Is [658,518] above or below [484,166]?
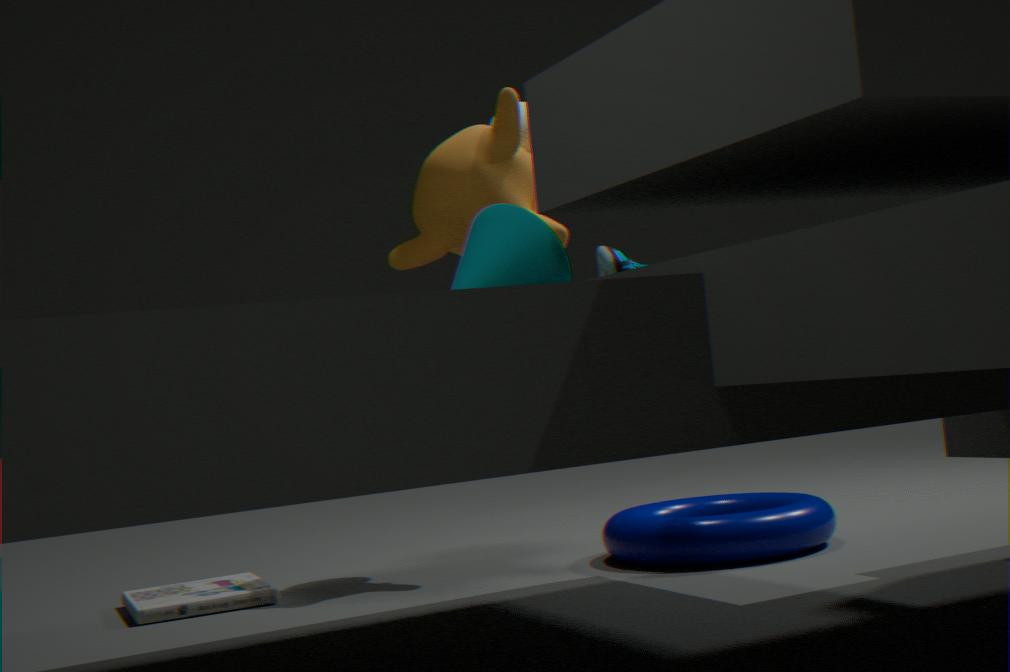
below
